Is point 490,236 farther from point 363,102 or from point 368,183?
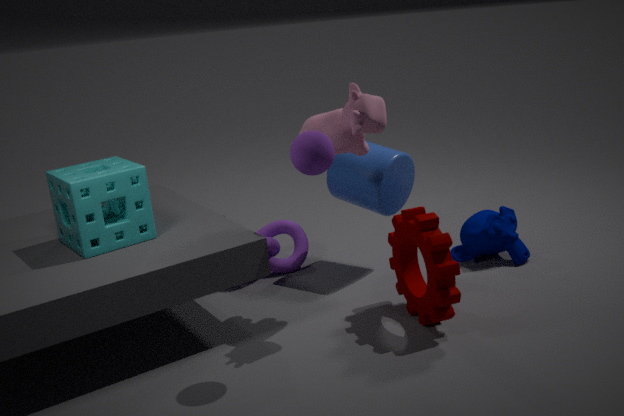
point 363,102
